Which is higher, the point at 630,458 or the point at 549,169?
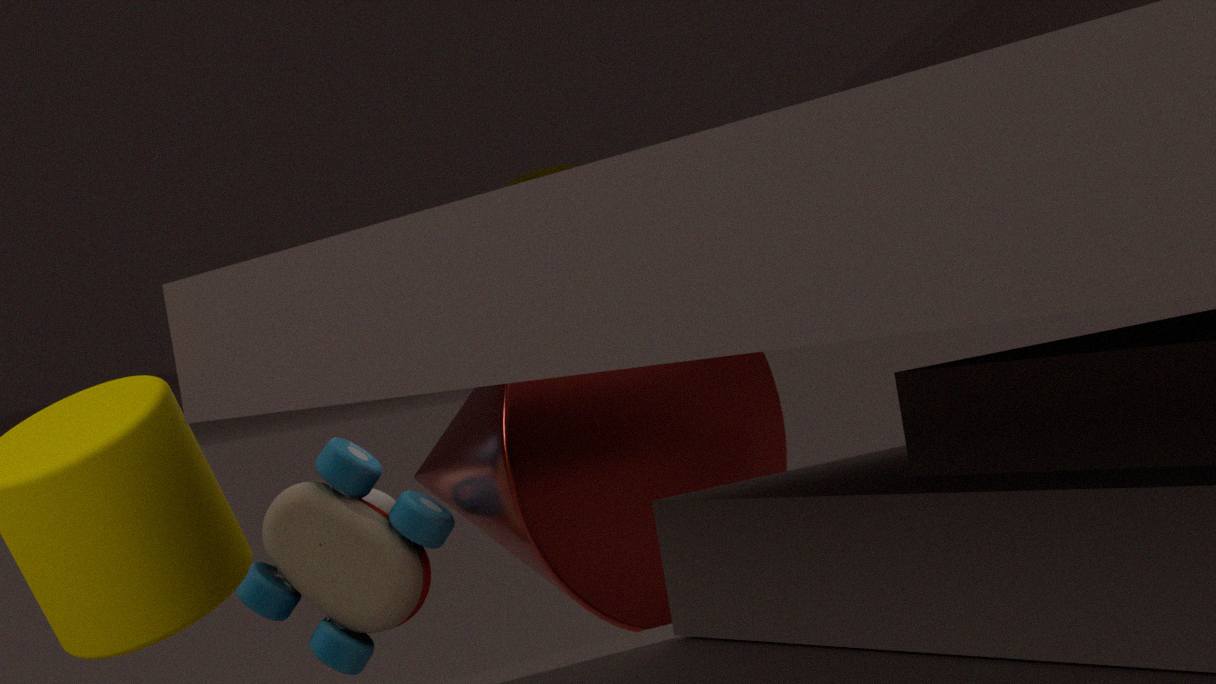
the point at 549,169
